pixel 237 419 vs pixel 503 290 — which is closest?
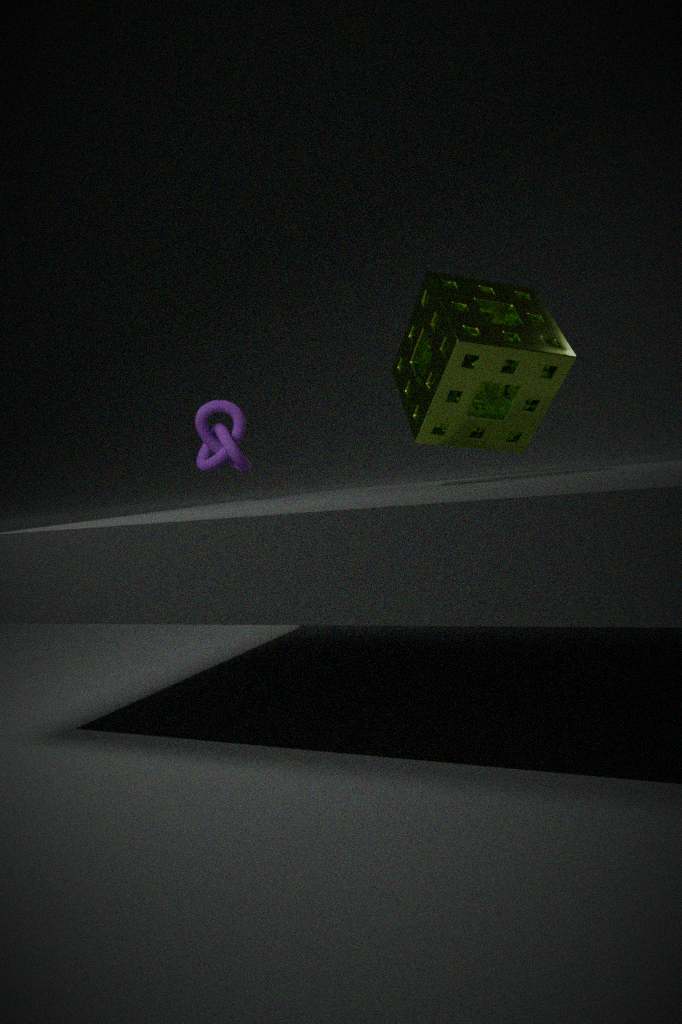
pixel 503 290
